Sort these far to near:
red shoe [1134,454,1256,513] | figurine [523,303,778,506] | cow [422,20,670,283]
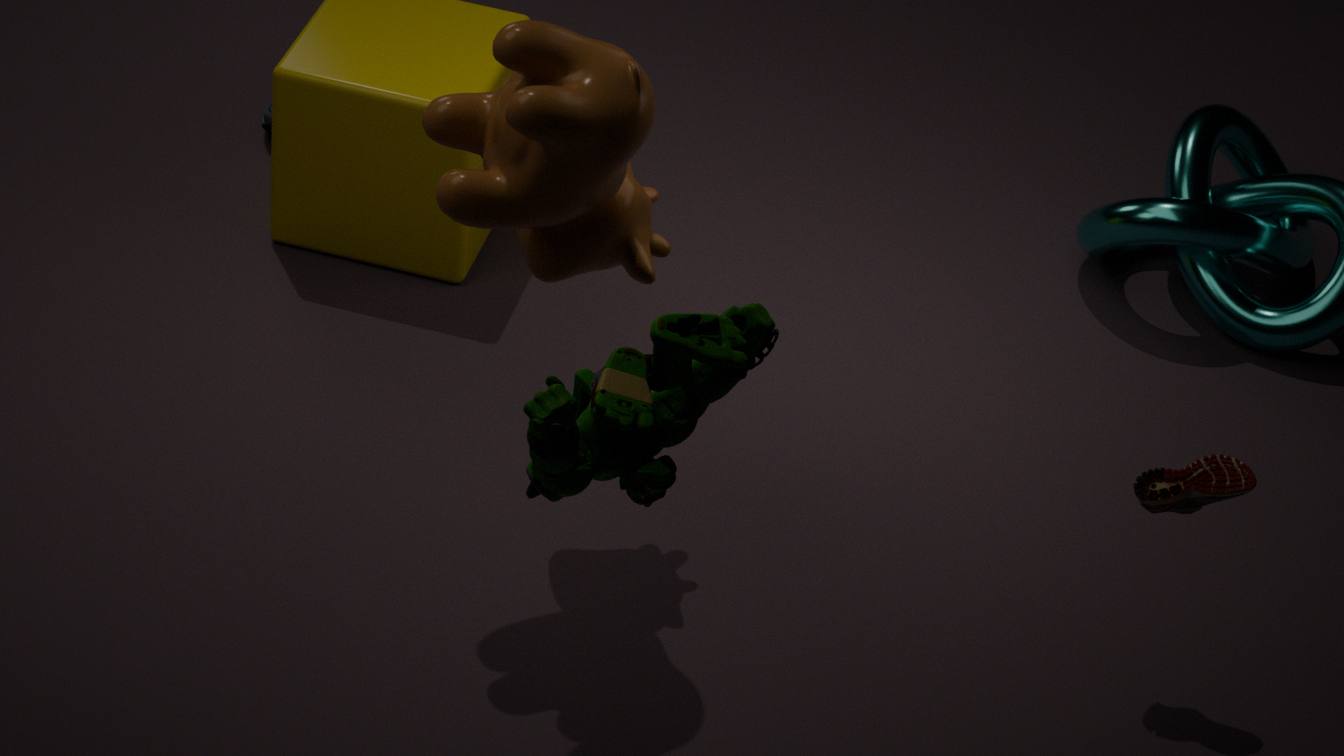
red shoe [1134,454,1256,513]
cow [422,20,670,283]
figurine [523,303,778,506]
